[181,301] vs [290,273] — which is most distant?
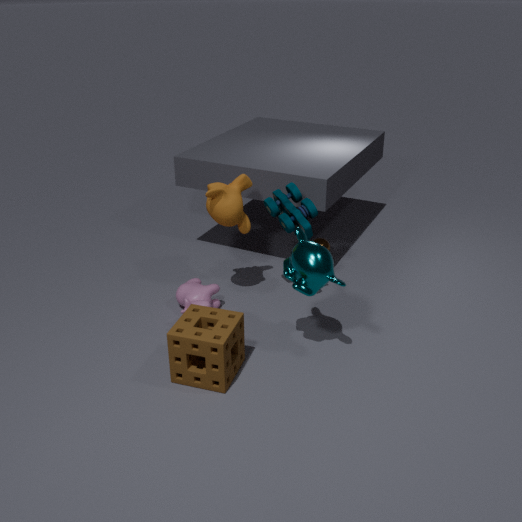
[181,301]
